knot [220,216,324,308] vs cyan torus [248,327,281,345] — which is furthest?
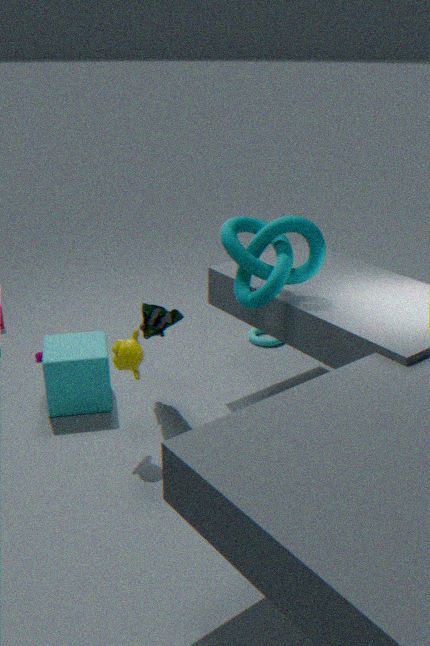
cyan torus [248,327,281,345]
